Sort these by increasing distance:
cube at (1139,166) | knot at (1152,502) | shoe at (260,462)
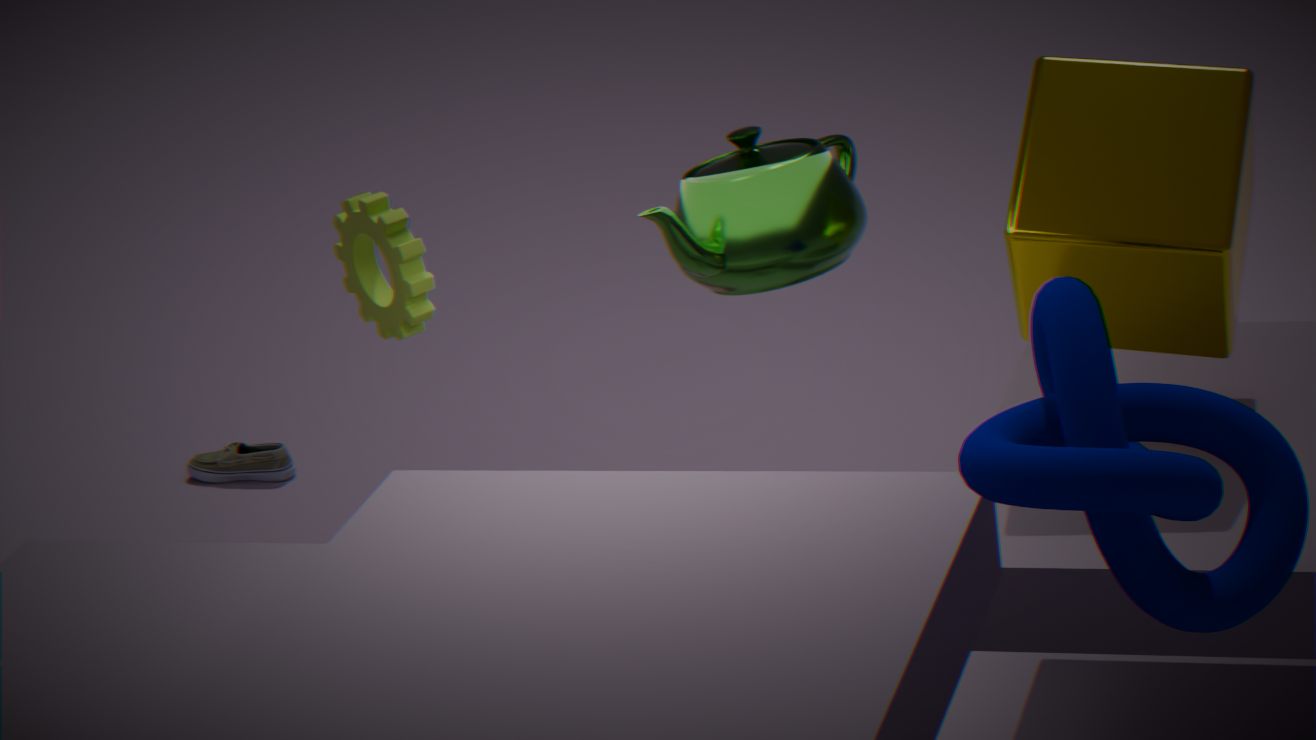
knot at (1152,502), cube at (1139,166), shoe at (260,462)
